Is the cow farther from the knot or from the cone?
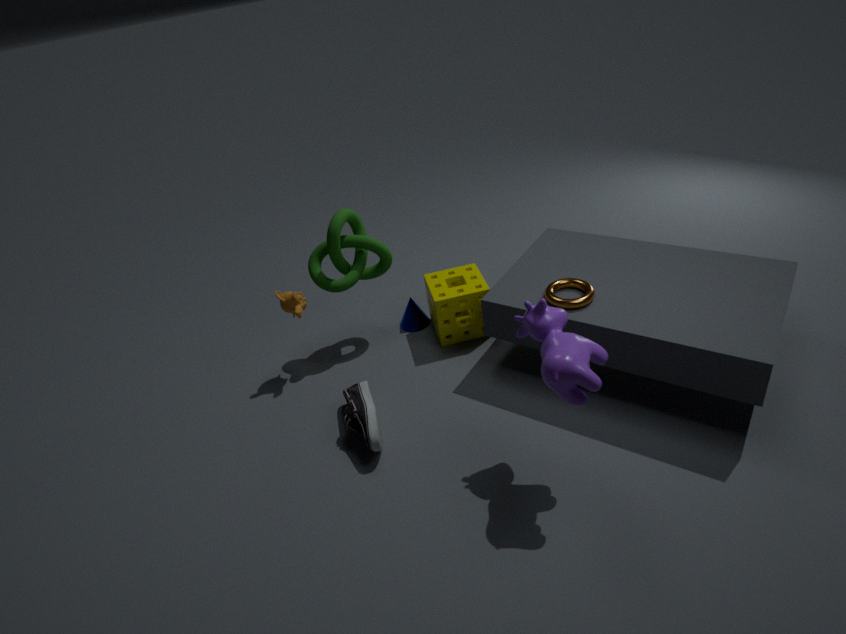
the cone
